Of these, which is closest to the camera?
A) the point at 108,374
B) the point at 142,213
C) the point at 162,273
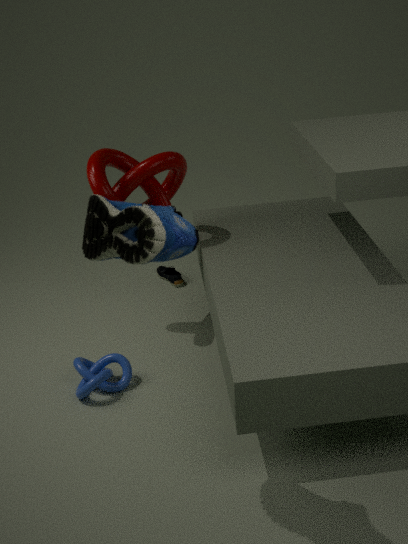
the point at 142,213
